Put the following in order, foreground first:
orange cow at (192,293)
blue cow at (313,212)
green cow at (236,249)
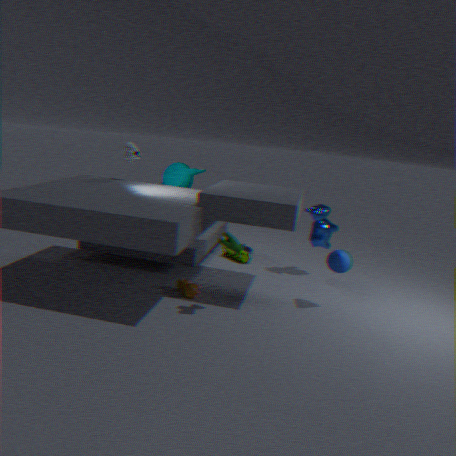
green cow at (236,249), orange cow at (192,293), blue cow at (313,212)
